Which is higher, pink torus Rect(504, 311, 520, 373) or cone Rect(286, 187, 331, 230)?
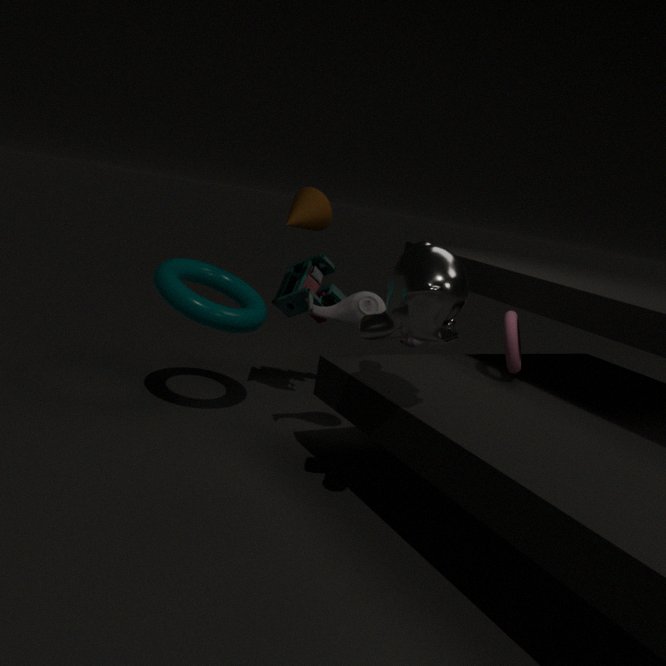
cone Rect(286, 187, 331, 230)
